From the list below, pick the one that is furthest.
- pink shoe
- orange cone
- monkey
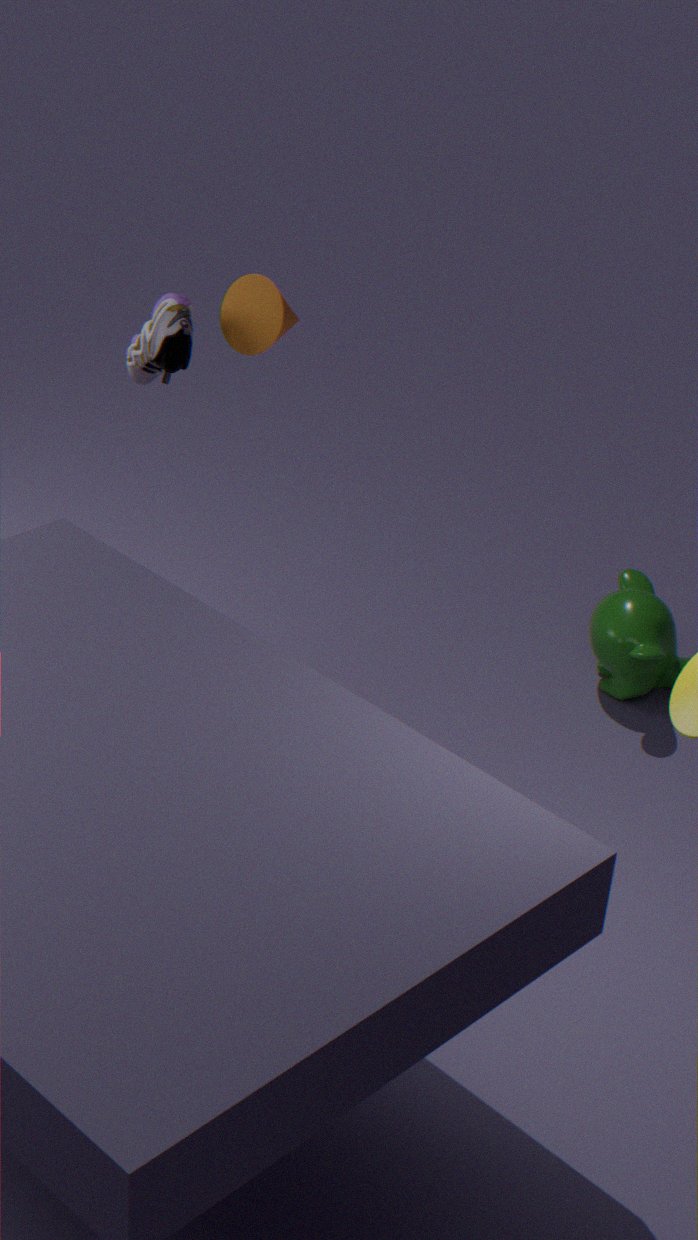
monkey
